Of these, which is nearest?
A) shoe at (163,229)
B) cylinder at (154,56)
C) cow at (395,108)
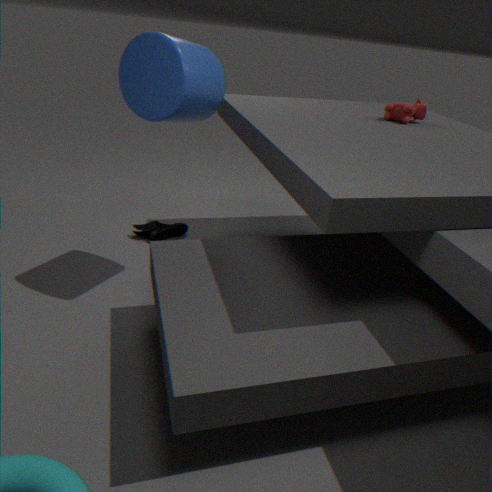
cylinder at (154,56)
